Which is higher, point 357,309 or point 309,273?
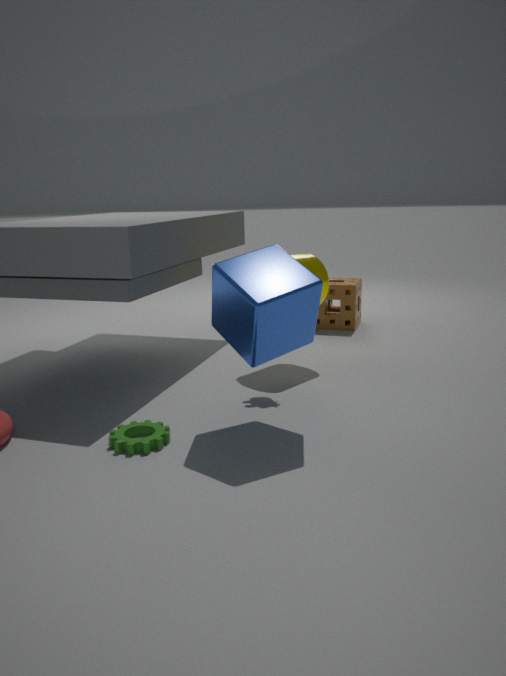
point 309,273
